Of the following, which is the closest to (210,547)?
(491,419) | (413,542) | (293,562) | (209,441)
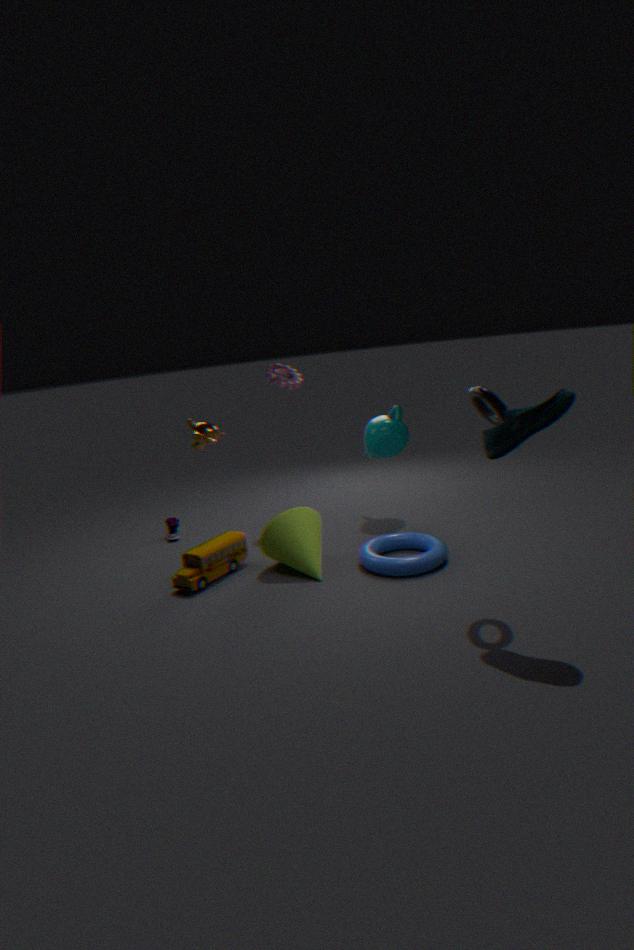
(293,562)
